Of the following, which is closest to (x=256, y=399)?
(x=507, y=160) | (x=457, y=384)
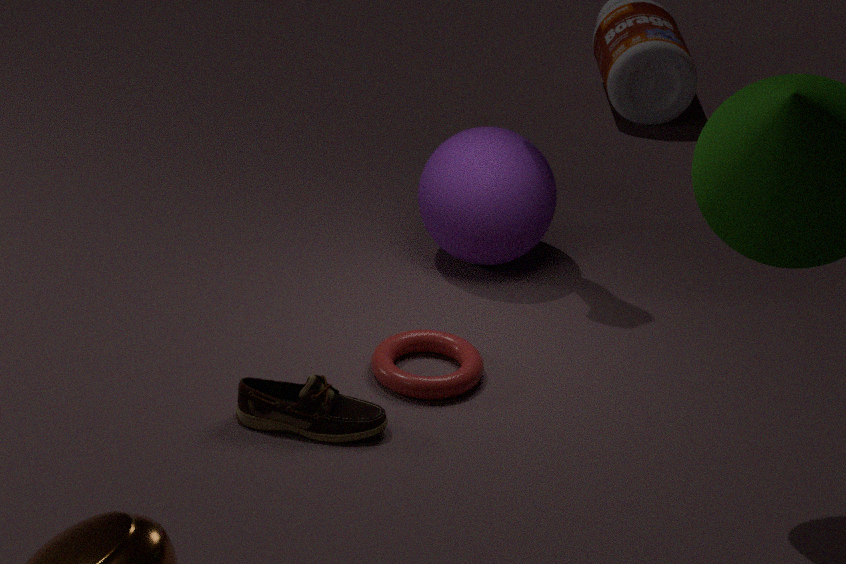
(x=457, y=384)
